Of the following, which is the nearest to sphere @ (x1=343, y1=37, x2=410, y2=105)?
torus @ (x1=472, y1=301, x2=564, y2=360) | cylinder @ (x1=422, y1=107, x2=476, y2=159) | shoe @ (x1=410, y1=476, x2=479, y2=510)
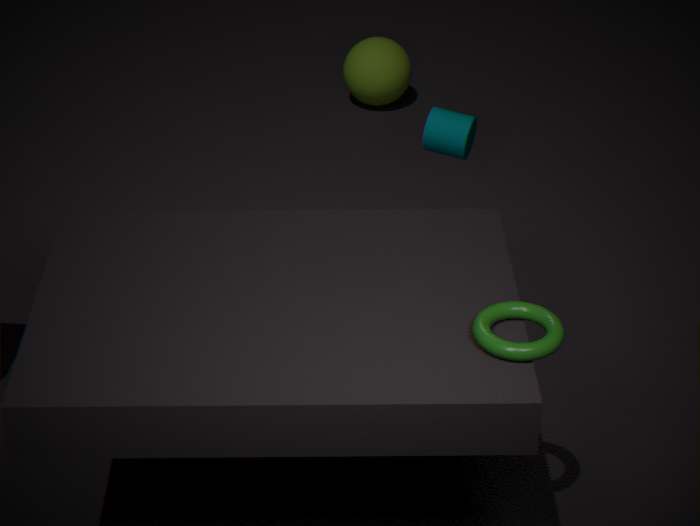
cylinder @ (x1=422, y1=107, x2=476, y2=159)
